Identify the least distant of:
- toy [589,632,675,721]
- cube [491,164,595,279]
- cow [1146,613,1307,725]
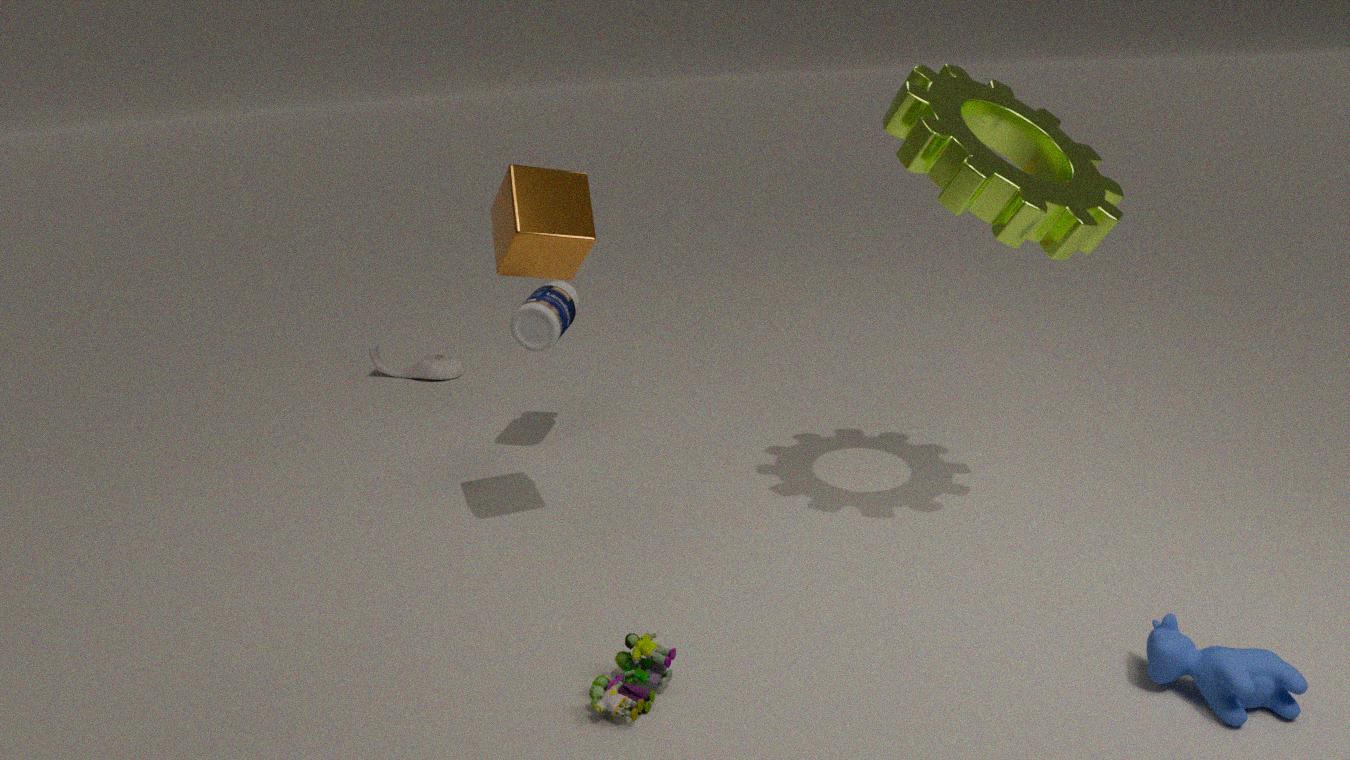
cow [1146,613,1307,725]
